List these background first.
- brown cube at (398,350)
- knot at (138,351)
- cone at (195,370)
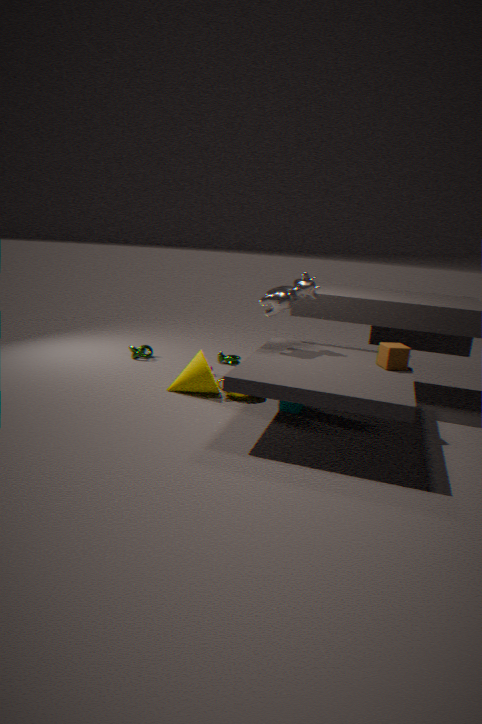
Result: knot at (138,351) < cone at (195,370) < brown cube at (398,350)
